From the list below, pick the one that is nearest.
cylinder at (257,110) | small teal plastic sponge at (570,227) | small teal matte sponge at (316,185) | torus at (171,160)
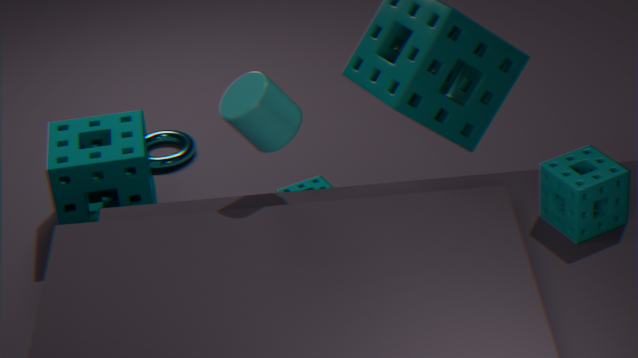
small teal plastic sponge at (570,227)
